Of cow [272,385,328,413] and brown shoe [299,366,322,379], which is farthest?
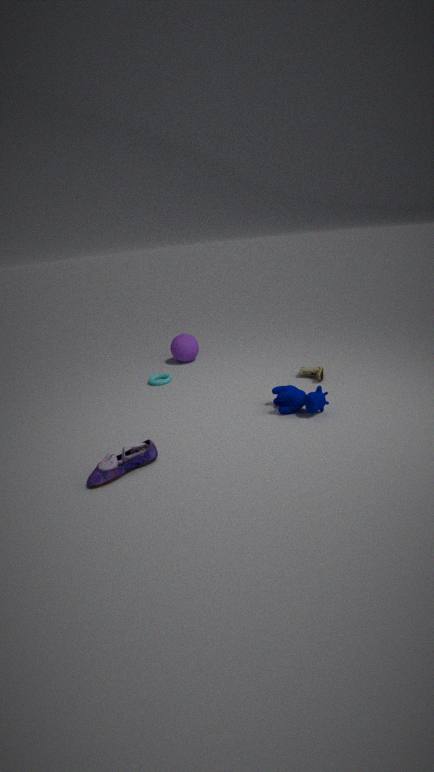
brown shoe [299,366,322,379]
